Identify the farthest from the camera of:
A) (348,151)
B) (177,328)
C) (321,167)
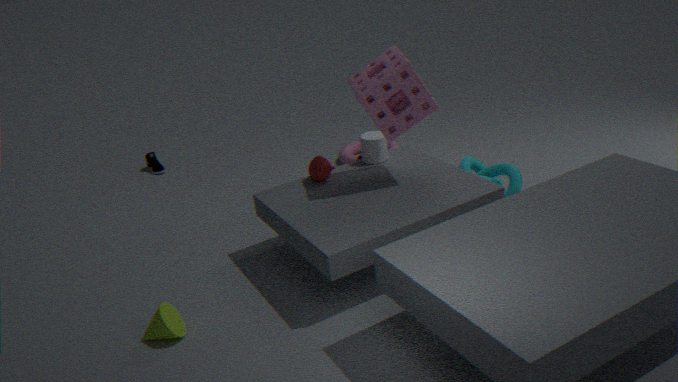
(348,151)
